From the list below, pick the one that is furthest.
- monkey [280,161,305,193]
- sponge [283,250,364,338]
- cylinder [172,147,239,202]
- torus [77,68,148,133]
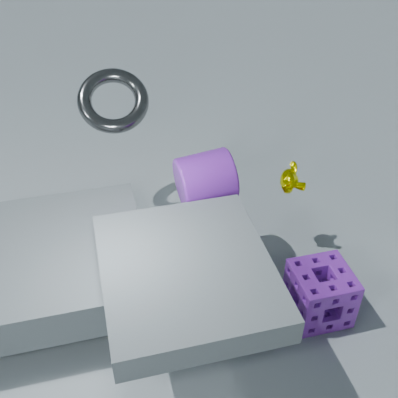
torus [77,68,148,133]
